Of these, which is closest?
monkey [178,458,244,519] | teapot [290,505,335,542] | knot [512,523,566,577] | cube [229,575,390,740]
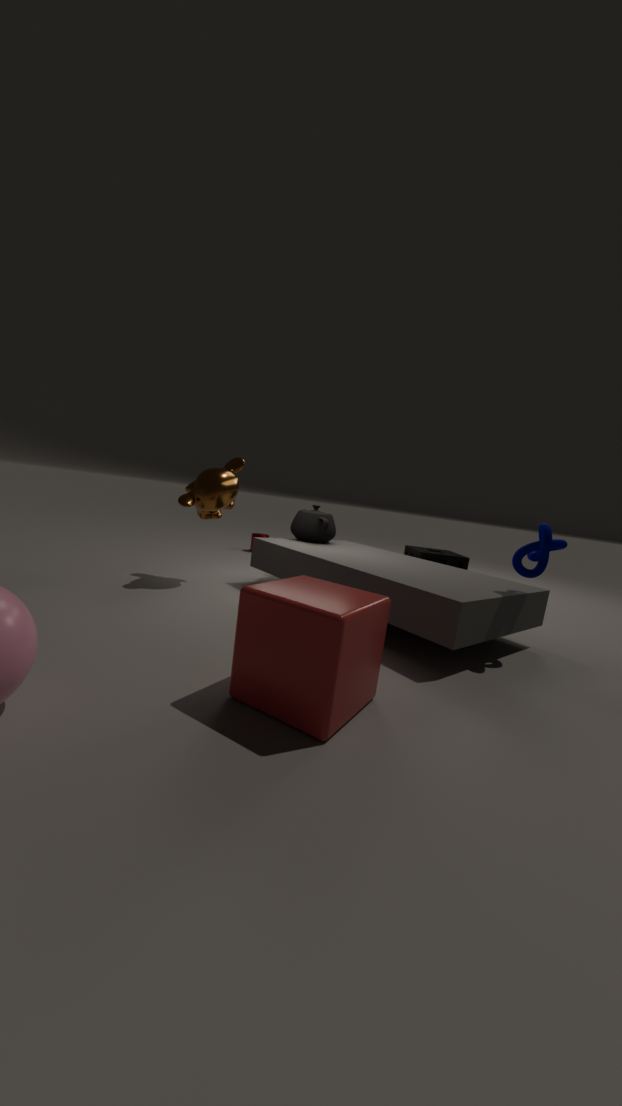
cube [229,575,390,740]
